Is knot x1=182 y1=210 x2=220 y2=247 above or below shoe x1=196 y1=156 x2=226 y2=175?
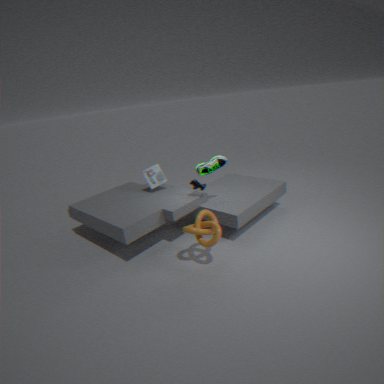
below
